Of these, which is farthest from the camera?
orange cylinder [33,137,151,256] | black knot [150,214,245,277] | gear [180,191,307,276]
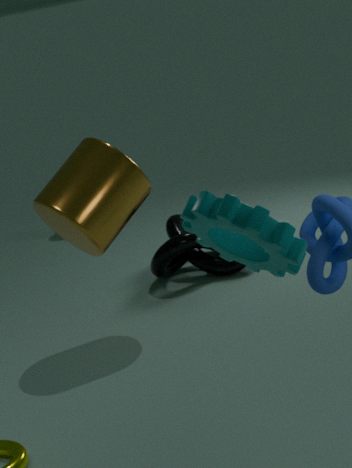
black knot [150,214,245,277]
